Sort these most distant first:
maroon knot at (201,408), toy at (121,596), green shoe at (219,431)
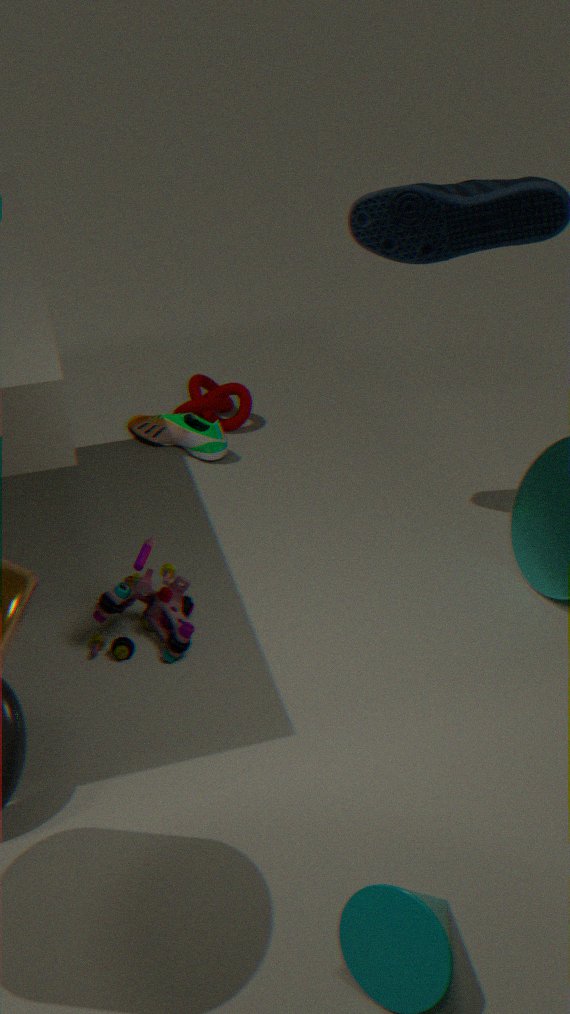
maroon knot at (201,408) < green shoe at (219,431) < toy at (121,596)
